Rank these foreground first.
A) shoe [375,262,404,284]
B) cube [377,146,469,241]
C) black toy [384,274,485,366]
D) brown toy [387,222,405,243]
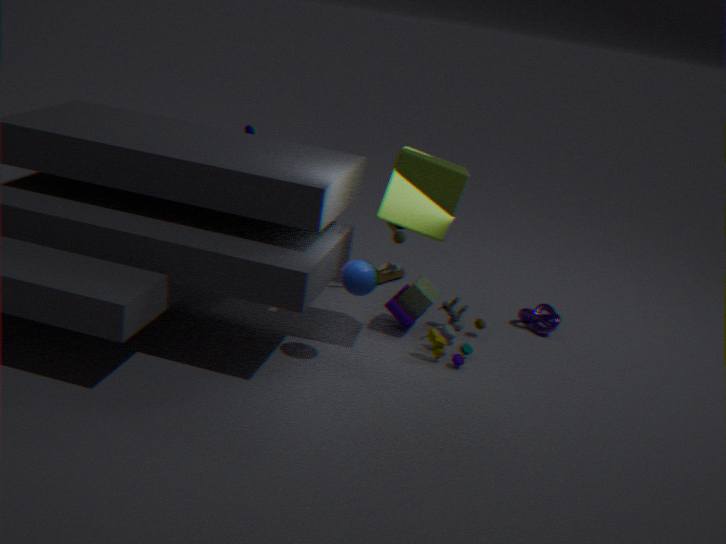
cube [377,146,469,241] → black toy [384,274,485,366] → brown toy [387,222,405,243] → shoe [375,262,404,284]
